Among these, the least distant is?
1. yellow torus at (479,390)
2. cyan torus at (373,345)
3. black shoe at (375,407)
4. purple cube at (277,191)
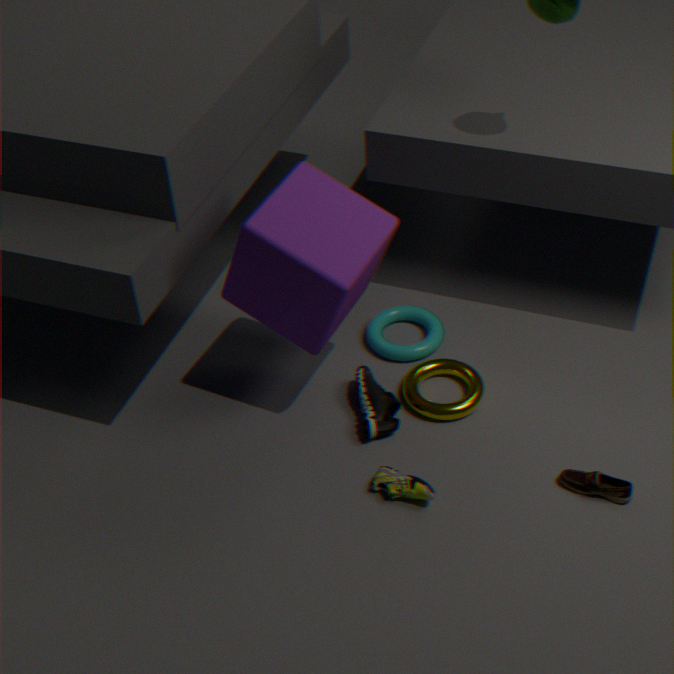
purple cube at (277,191)
